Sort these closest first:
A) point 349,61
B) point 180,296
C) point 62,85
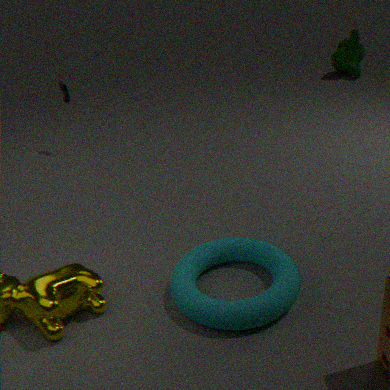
point 180,296 < point 62,85 < point 349,61
